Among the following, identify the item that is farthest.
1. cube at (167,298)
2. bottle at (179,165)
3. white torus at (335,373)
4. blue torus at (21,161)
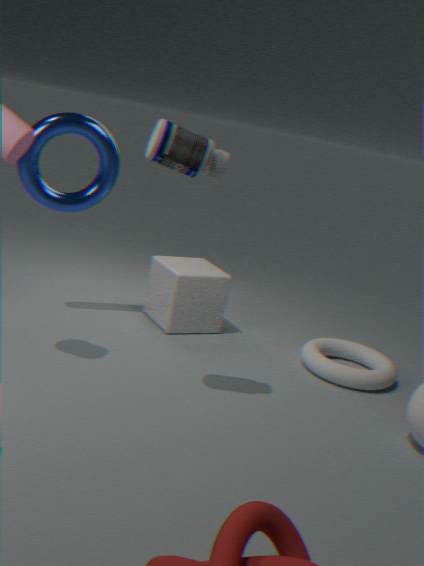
cube at (167,298)
